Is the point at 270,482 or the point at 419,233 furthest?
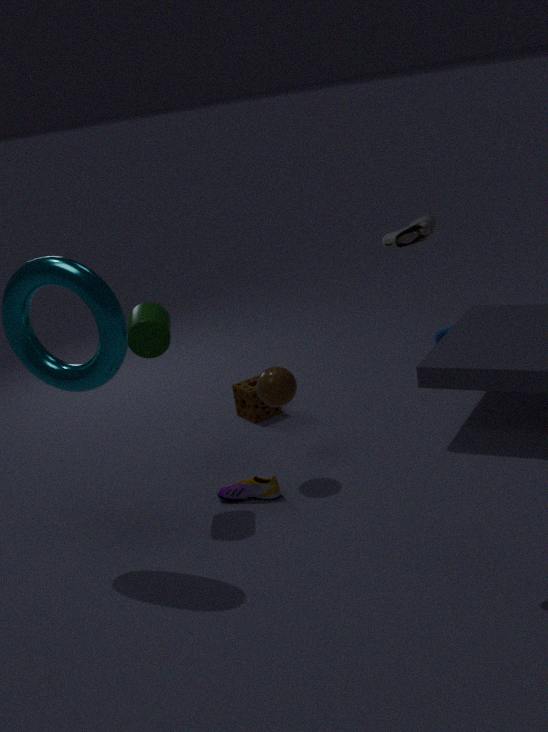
the point at 270,482
